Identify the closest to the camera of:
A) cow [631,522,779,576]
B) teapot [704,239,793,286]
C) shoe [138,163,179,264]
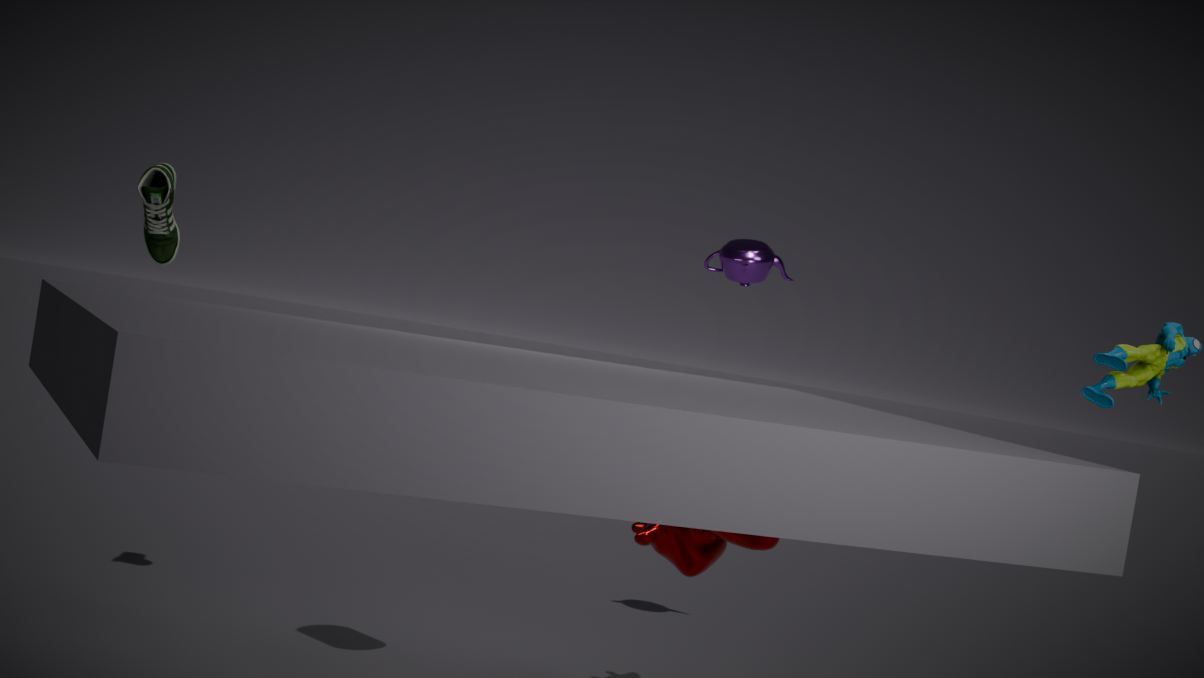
cow [631,522,779,576]
